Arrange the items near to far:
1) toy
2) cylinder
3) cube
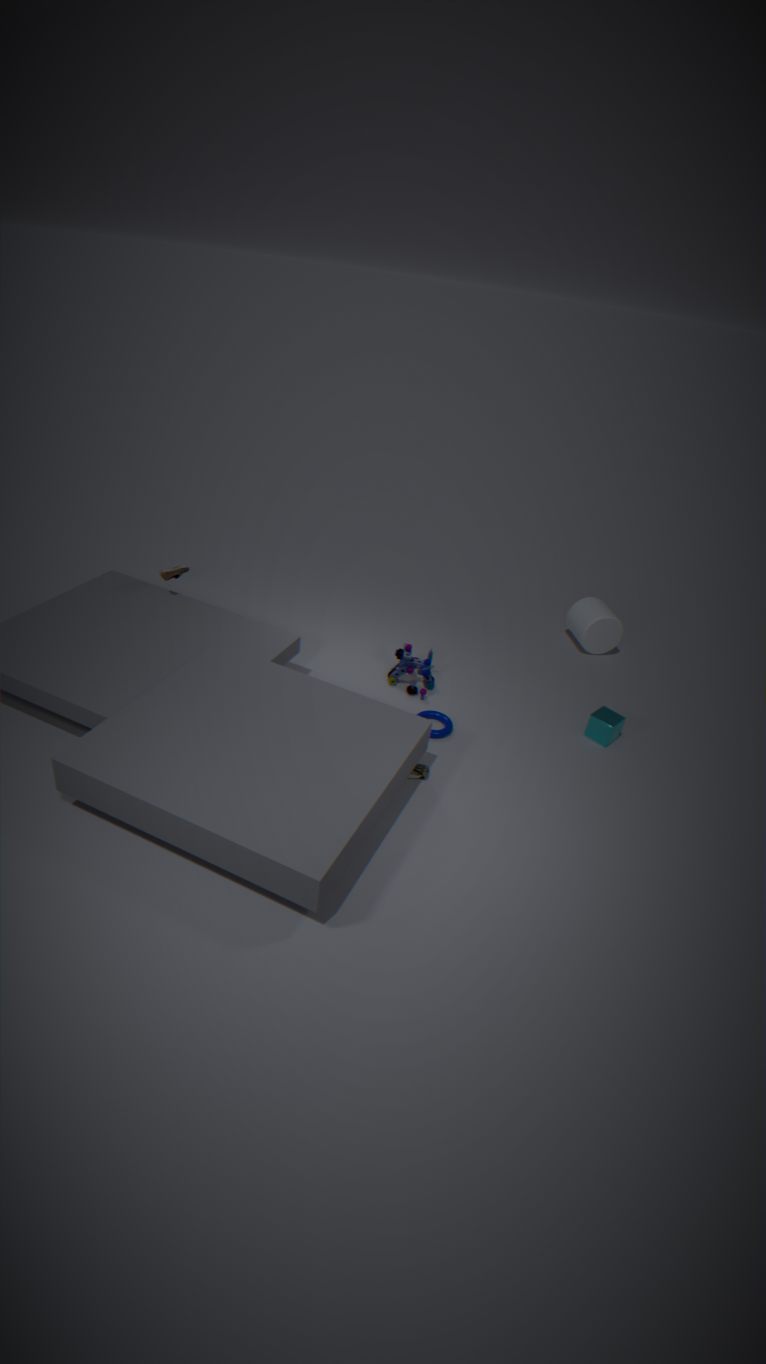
3. cube, 1. toy, 2. cylinder
